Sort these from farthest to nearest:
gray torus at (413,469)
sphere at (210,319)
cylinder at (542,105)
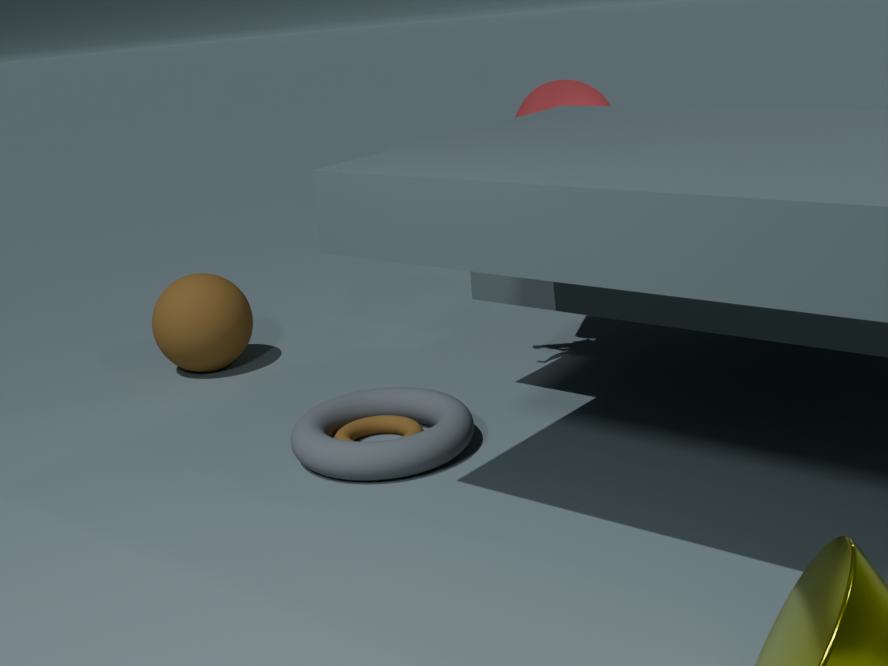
sphere at (210,319) → cylinder at (542,105) → gray torus at (413,469)
